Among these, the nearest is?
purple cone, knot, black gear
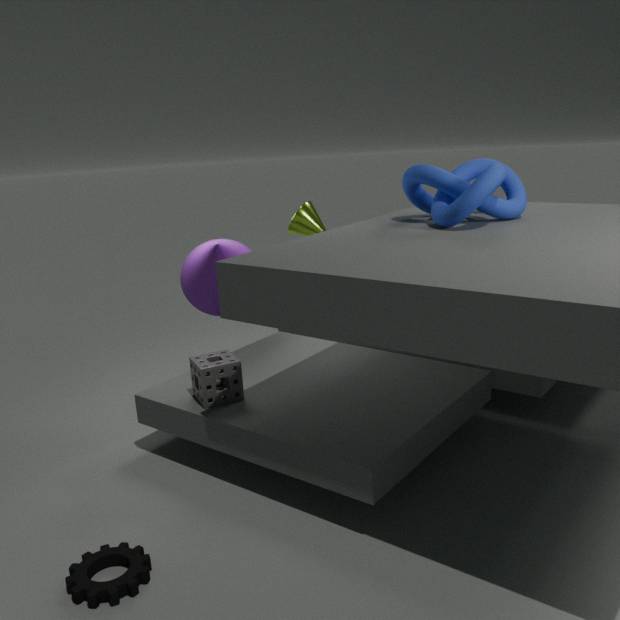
black gear
